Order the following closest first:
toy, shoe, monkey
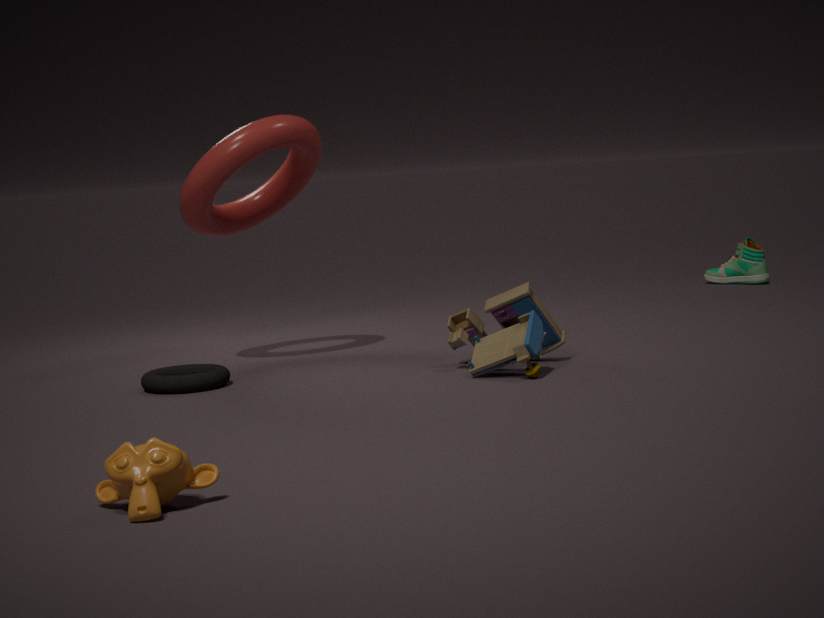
monkey, toy, shoe
